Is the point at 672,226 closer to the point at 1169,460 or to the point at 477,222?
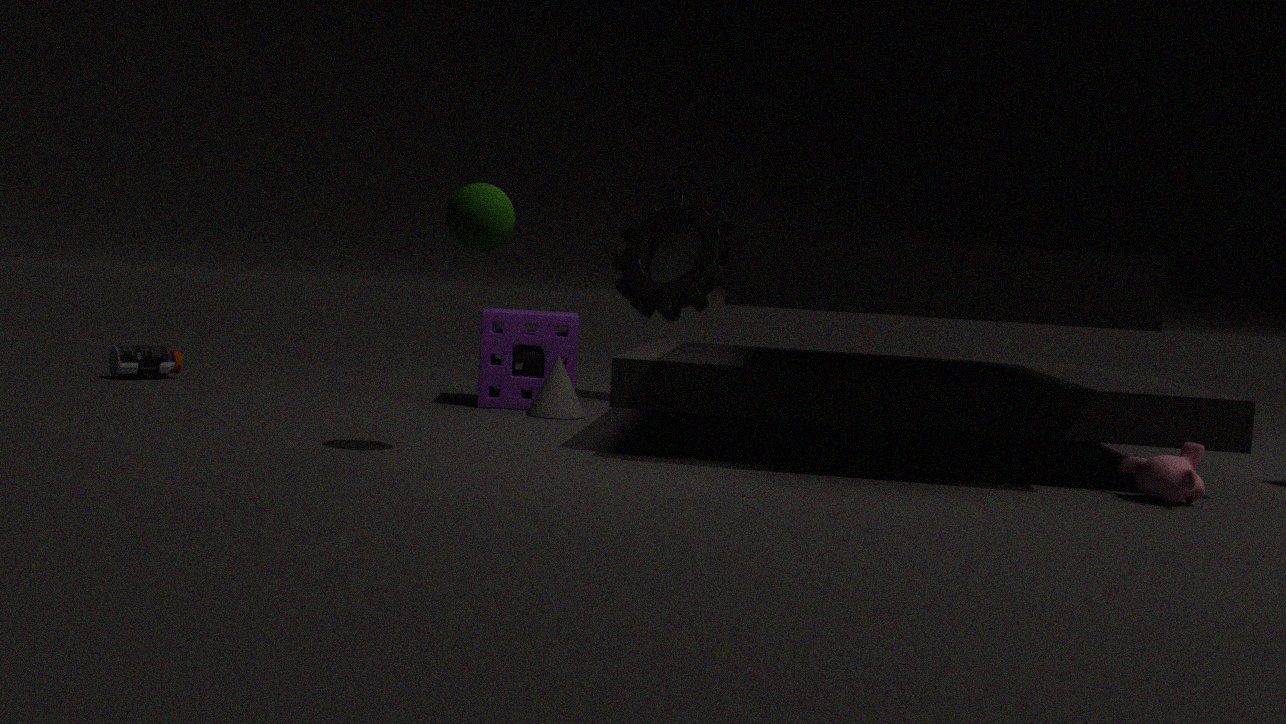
the point at 477,222
